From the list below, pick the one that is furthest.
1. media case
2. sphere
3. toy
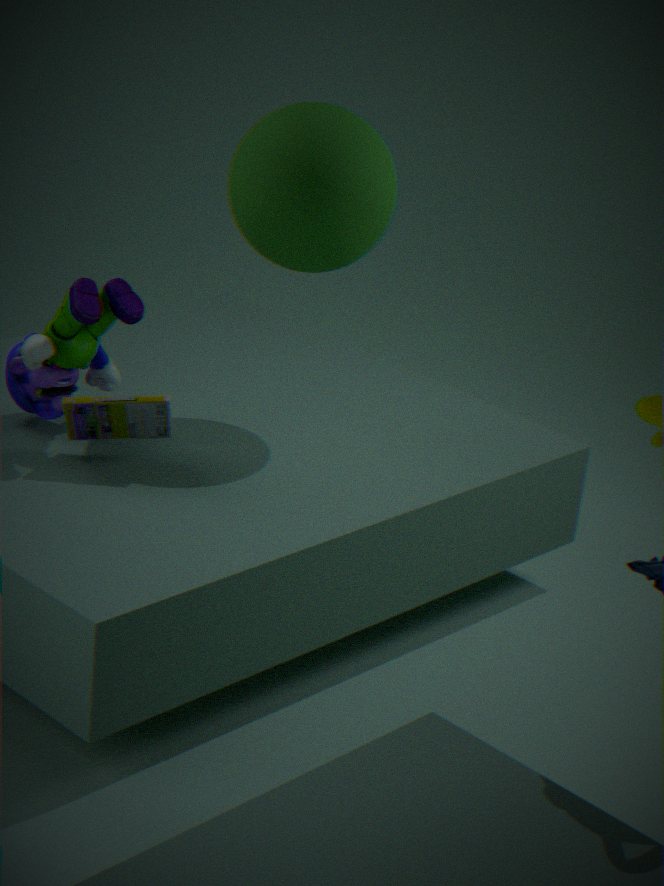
sphere
